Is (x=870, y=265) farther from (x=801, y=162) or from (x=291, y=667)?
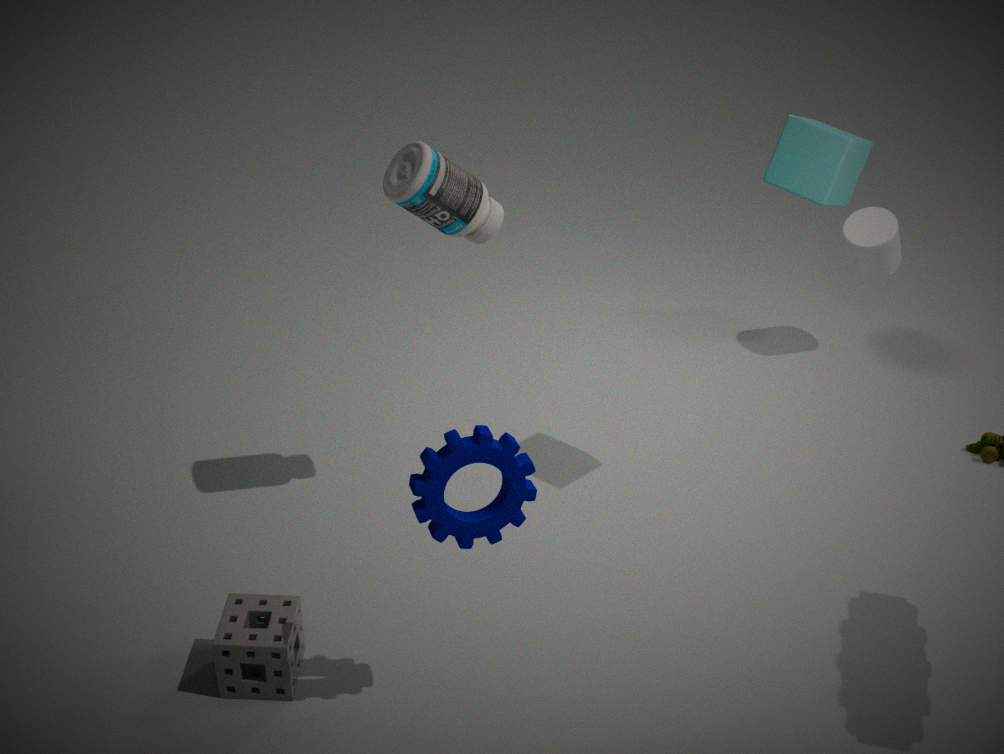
(x=291, y=667)
